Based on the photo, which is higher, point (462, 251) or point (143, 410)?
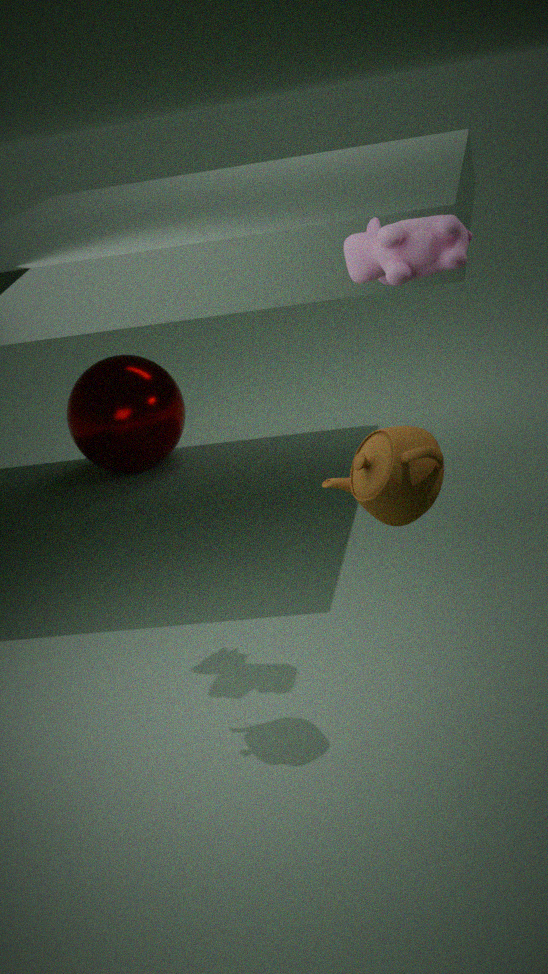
point (462, 251)
